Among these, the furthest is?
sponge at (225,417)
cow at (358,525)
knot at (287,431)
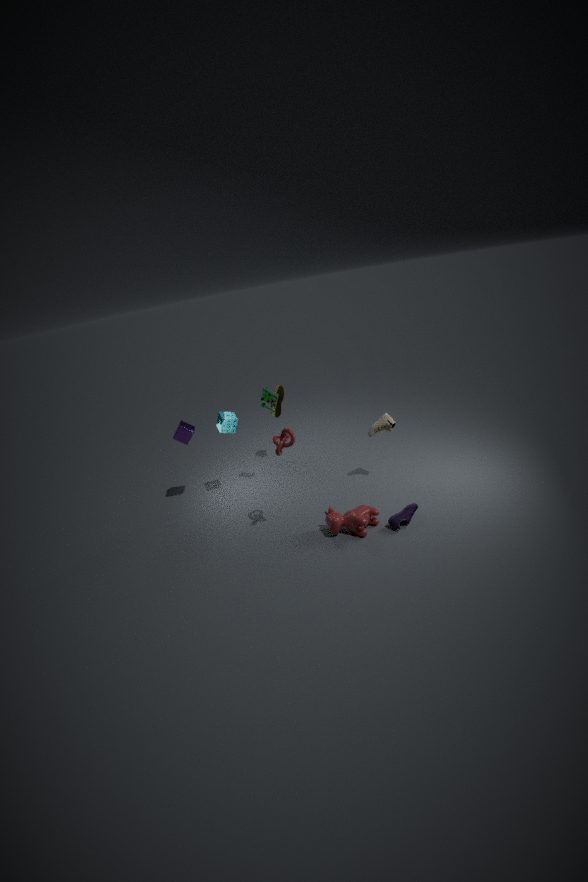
sponge at (225,417)
